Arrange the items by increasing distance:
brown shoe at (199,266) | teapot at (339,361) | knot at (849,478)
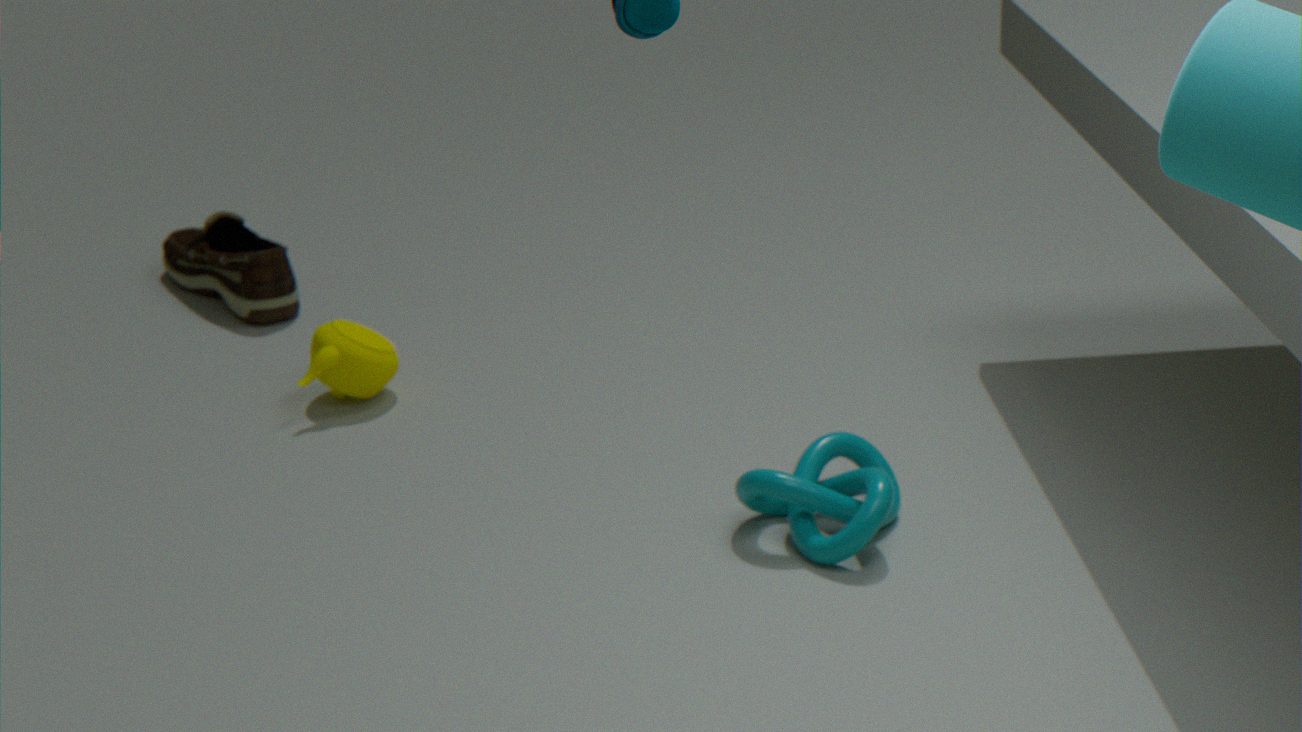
knot at (849,478), teapot at (339,361), brown shoe at (199,266)
